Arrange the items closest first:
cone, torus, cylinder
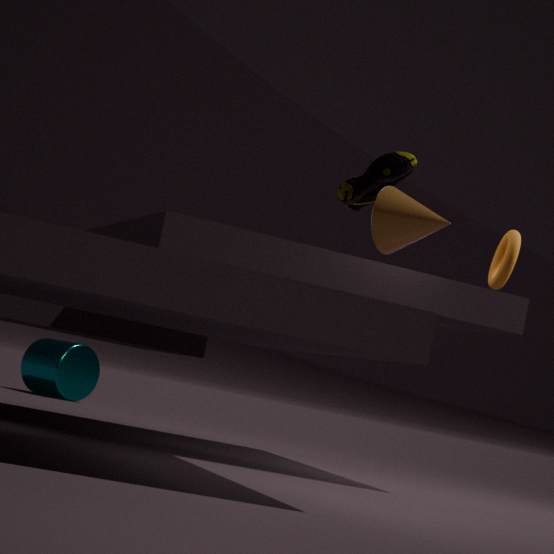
1. cone
2. torus
3. cylinder
